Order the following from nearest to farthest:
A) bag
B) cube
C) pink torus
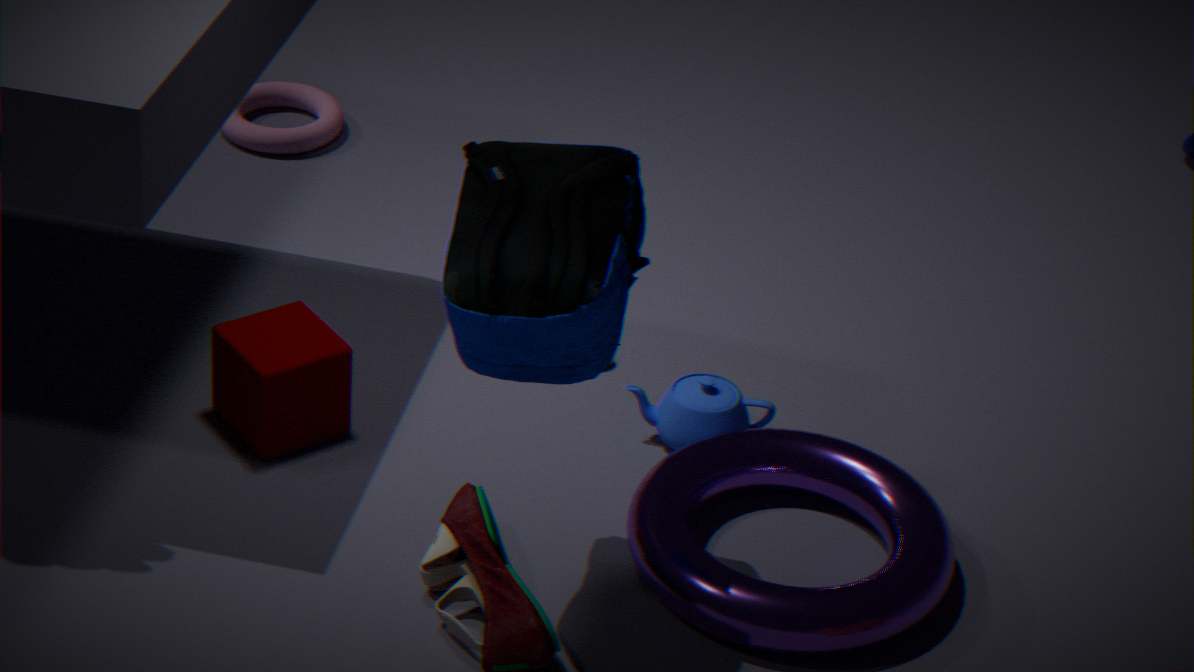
bag
cube
pink torus
